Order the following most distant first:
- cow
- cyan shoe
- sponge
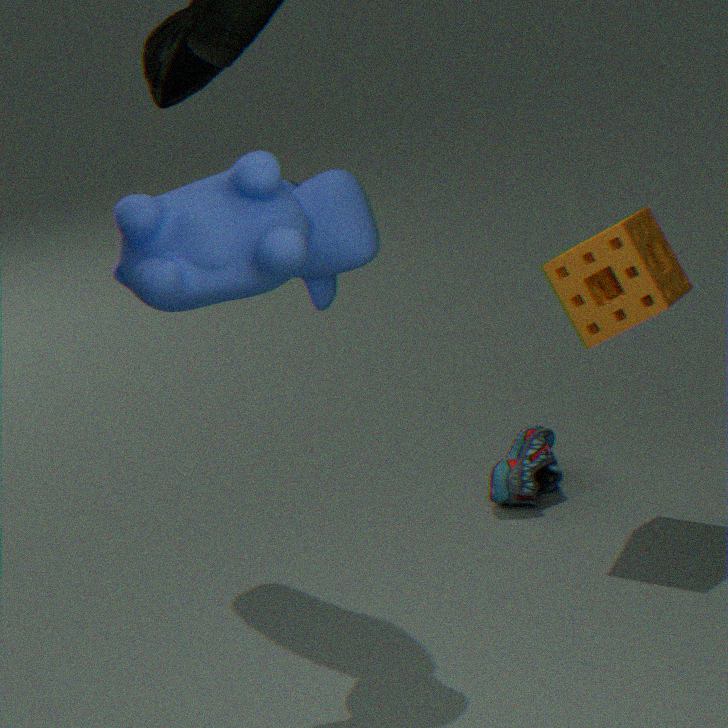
cyan shoe
sponge
cow
